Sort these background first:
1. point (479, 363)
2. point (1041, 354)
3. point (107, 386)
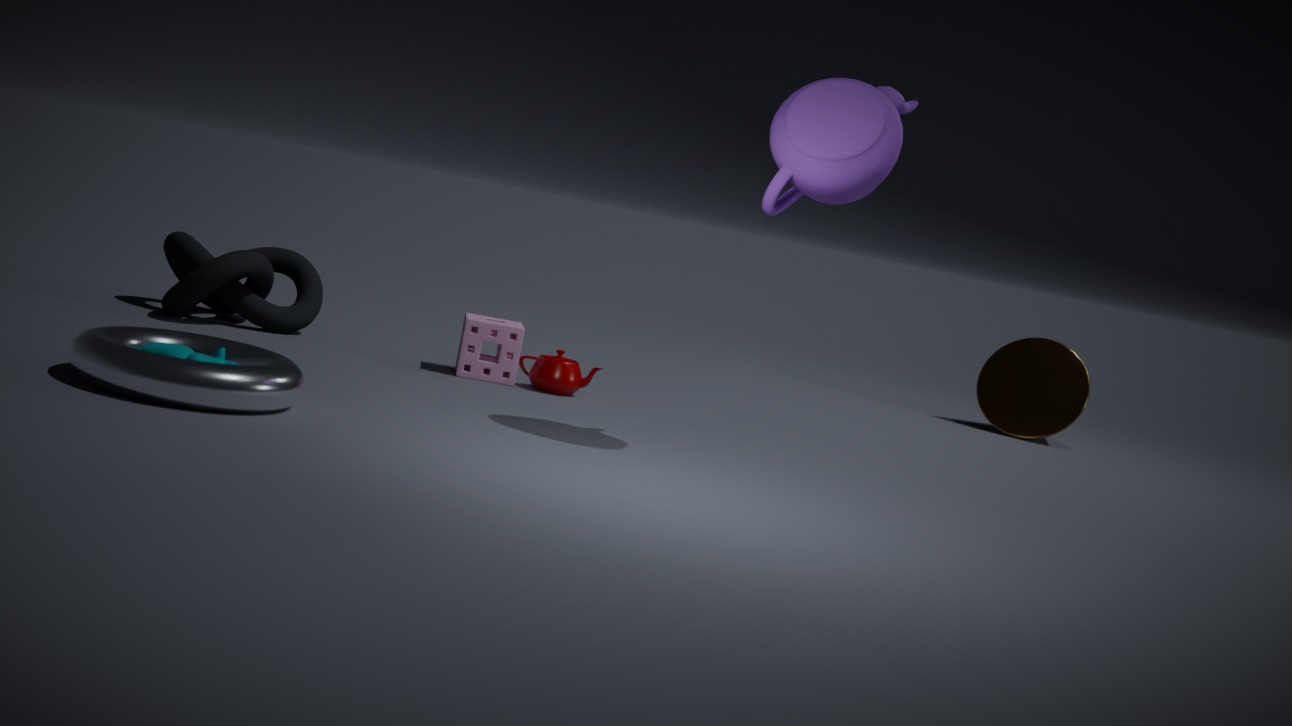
point (1041, 354) → point (479, 363) → point (107, 386)
